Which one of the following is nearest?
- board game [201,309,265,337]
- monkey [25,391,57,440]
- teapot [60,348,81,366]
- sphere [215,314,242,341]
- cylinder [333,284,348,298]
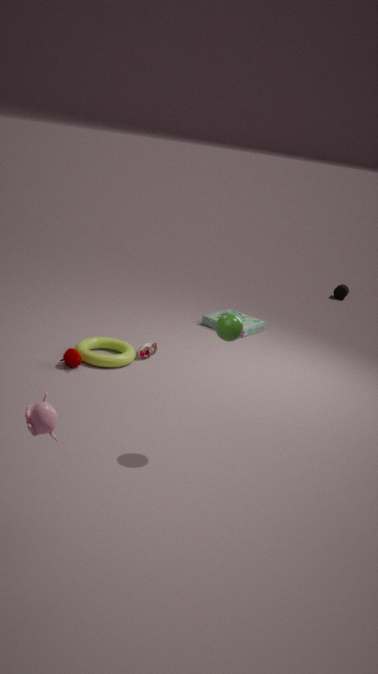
monkey [25,391,57,440]
